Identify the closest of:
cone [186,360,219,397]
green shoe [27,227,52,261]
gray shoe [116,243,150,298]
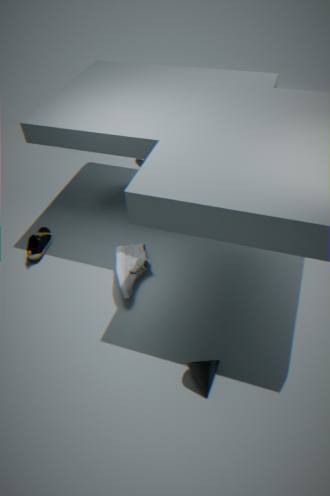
cone [186,360,219,397]
